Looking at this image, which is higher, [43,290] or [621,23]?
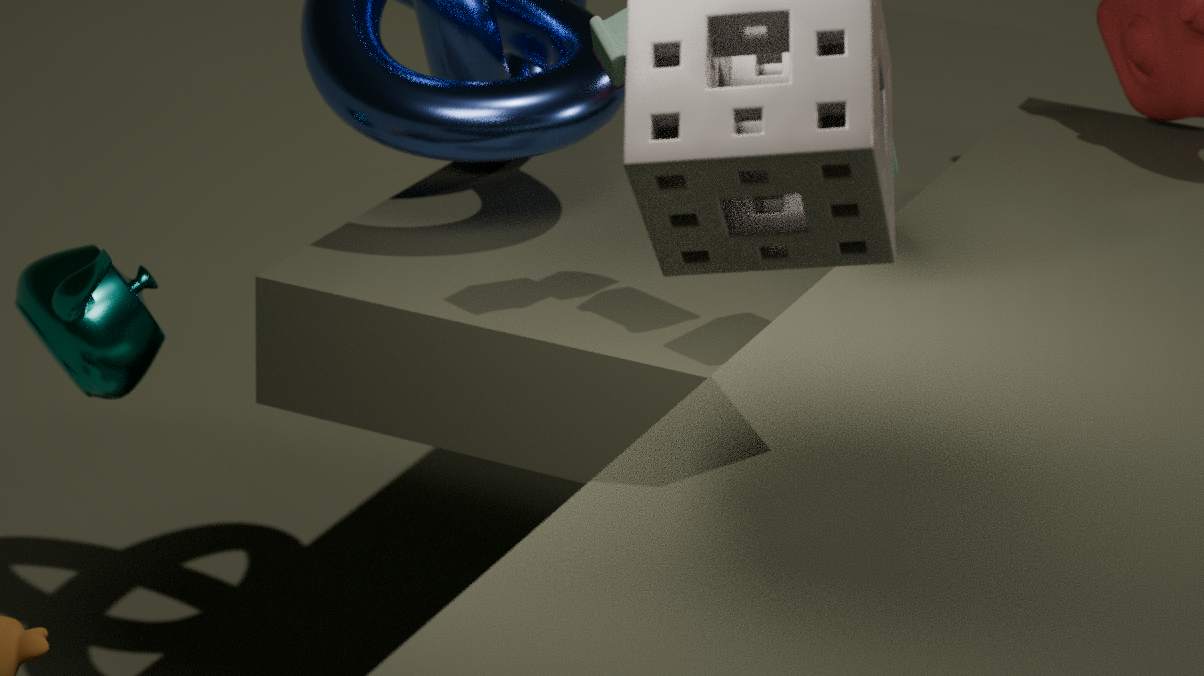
[621,23]
